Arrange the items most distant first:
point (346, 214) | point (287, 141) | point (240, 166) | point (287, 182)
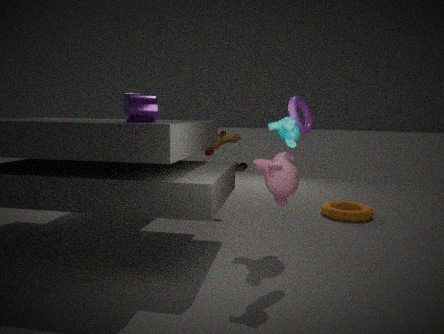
point (240, 166)
point (346, 214)
point (287, 182)
point (287, 141)
